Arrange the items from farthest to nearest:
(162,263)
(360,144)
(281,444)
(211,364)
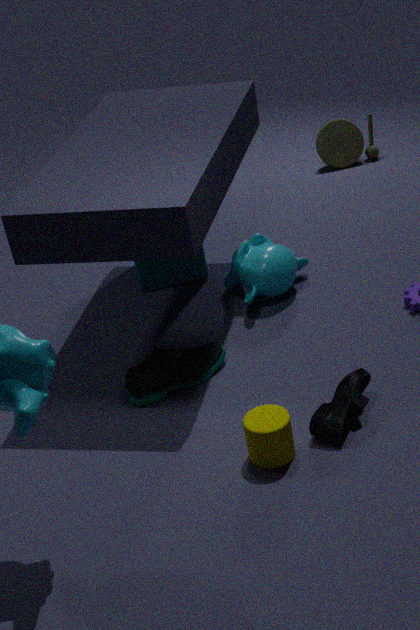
(360,144), (162,263), (211,364), (281,444)
